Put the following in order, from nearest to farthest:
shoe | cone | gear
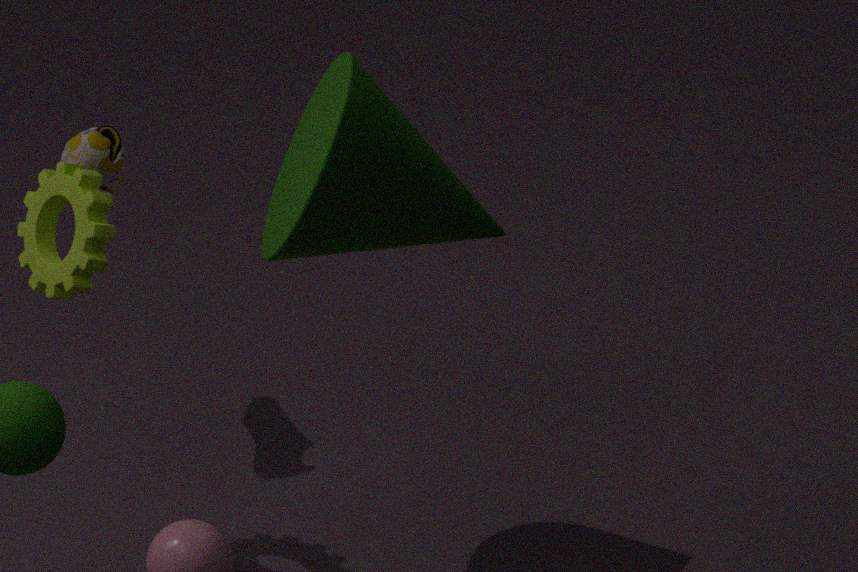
cone, gear, shoe
